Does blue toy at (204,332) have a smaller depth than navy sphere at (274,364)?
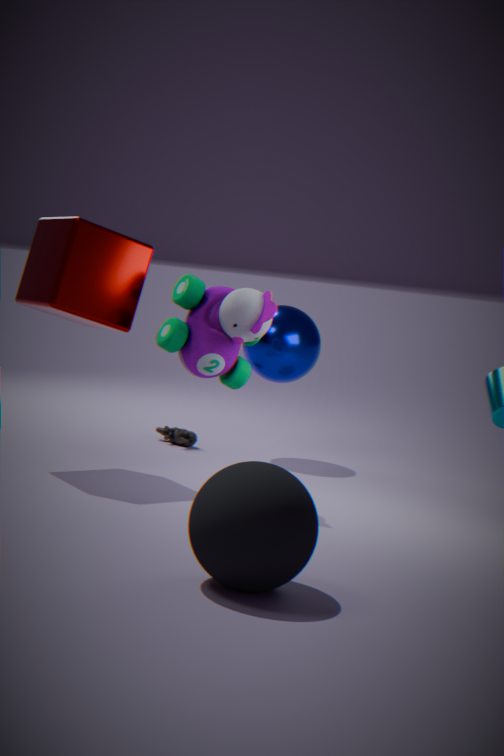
Yes
